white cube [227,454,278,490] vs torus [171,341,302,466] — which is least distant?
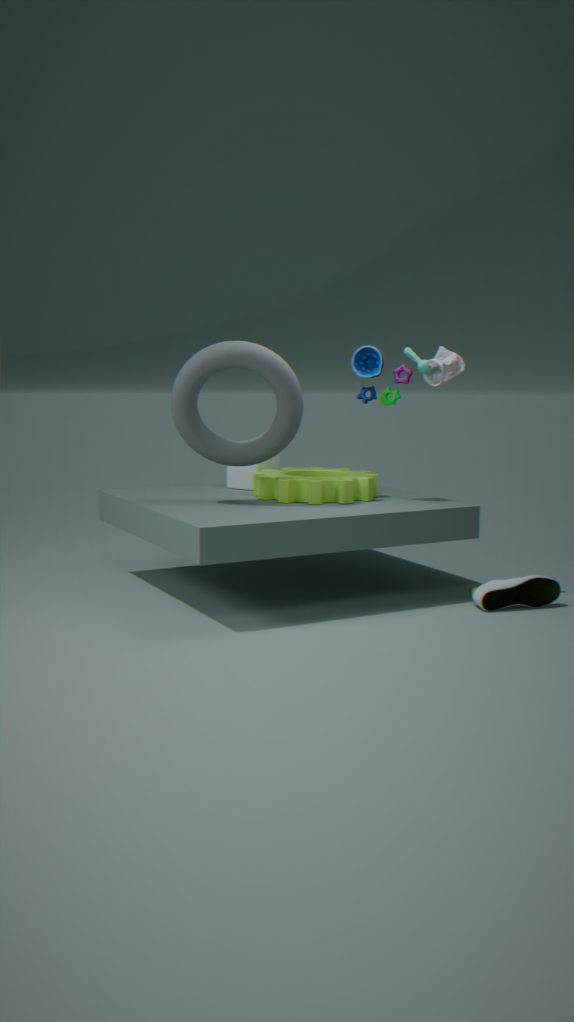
torus [171,341,302,466]
